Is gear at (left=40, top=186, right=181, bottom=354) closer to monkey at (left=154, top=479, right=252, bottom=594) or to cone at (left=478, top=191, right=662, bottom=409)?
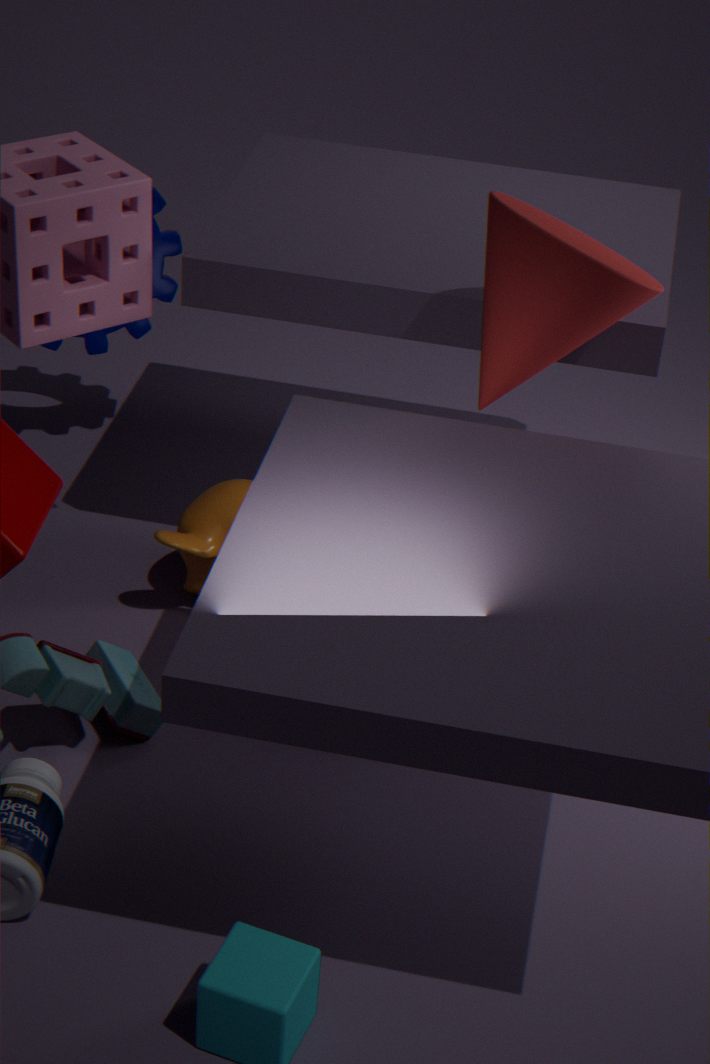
monkey at (left=154, top=479, right=252, bottom=594)
